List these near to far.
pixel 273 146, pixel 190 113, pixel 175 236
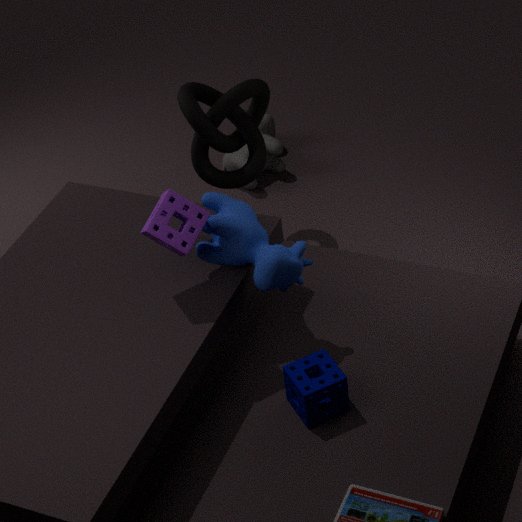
pixel 175 236 → pixel 190 113 → pixel 273 146
